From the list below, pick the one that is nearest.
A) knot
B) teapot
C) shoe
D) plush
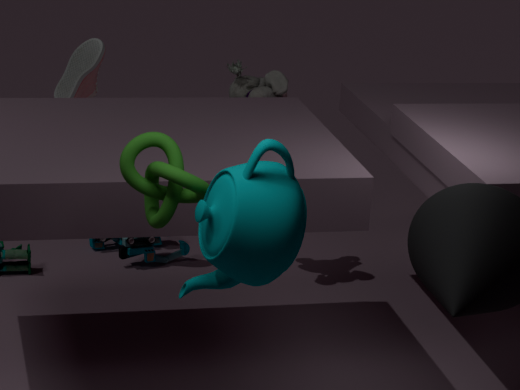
teapot
